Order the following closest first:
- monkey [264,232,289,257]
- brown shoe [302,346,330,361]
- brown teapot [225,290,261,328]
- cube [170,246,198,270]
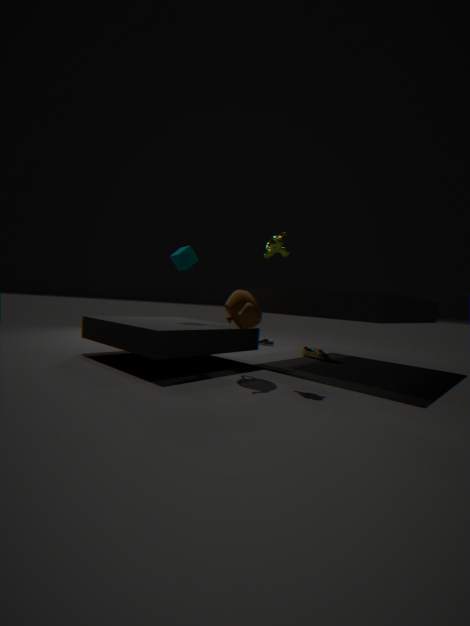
1. brown teapot [225,290,261,328]
2. monkey [264,232,289,257]
3. cube [170,246,198,270]
4. brown shoe [302,346,330,361]
